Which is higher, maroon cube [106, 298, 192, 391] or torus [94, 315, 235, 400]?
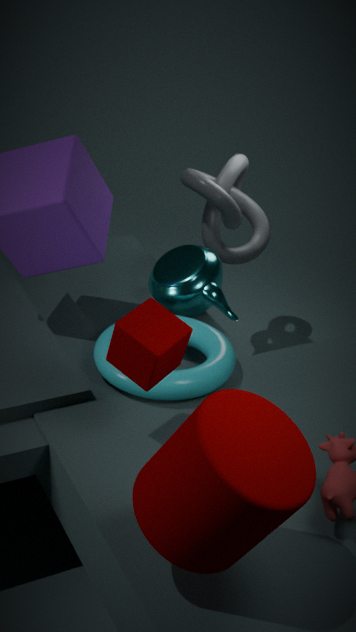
maroon cube [106, 298, 192, 391]
